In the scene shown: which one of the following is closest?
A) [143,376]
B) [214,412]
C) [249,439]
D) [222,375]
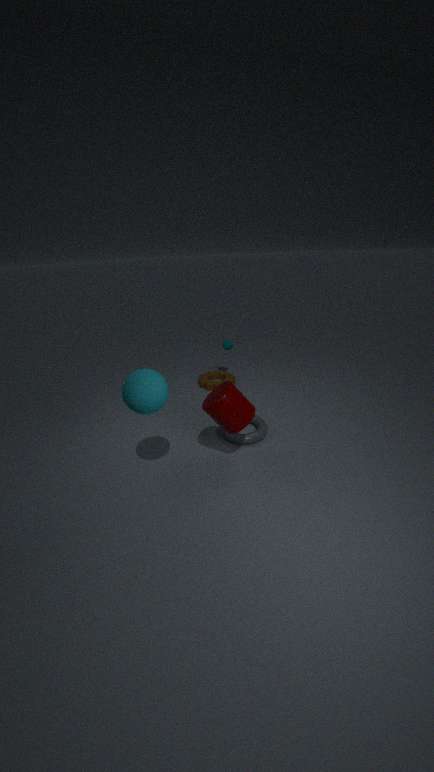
[143,376]
